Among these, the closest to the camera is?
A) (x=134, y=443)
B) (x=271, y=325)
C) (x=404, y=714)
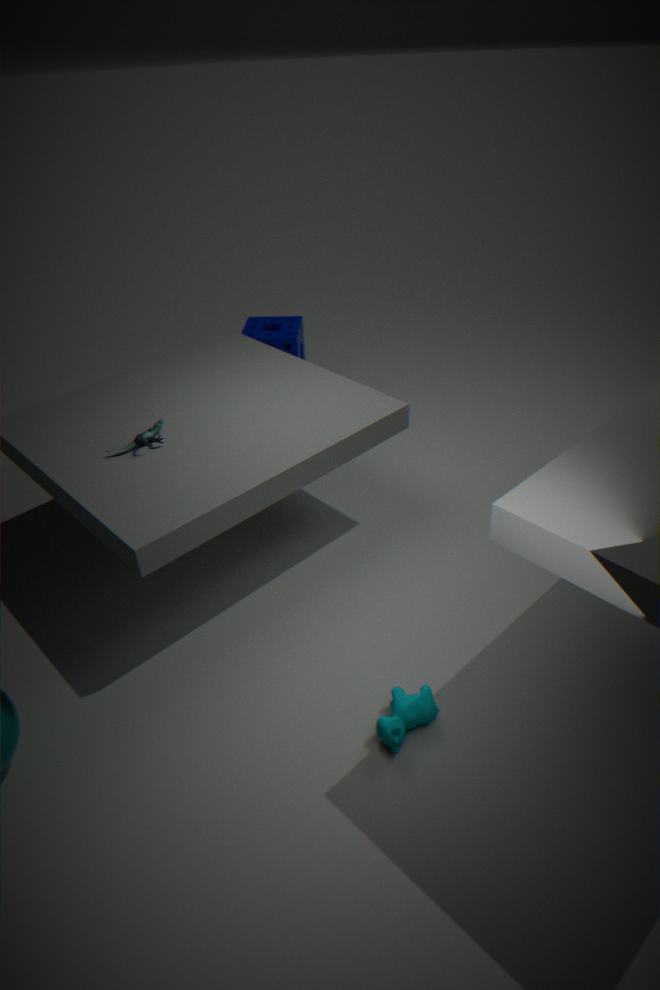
(x=404, y=714)
